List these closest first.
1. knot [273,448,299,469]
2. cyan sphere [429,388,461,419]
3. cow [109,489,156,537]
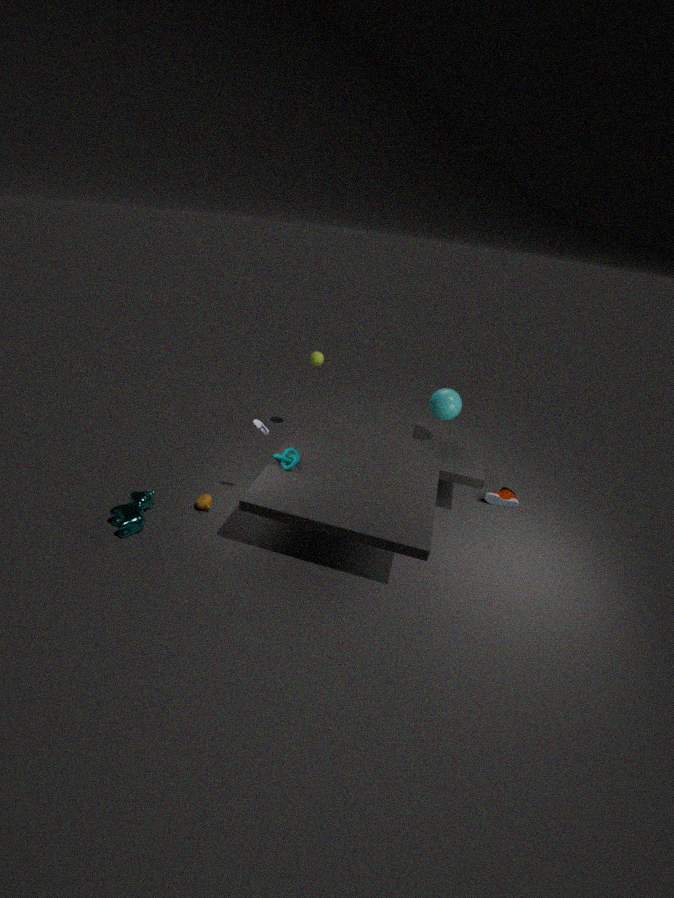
1. cow [109,489,156,537]
2. knot [273,448,299,469]
3. cyan sphere [429,388,461,419]
